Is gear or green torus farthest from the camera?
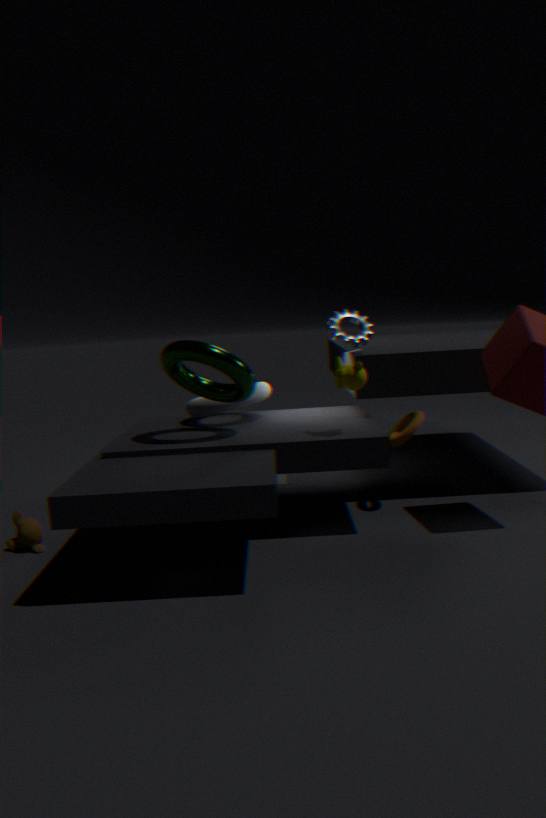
gear
